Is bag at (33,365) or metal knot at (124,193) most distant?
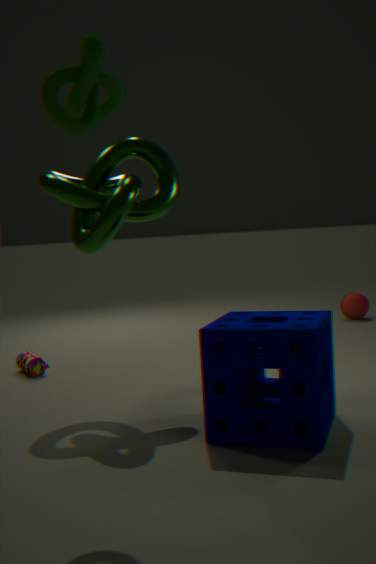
bag at (33,365)
